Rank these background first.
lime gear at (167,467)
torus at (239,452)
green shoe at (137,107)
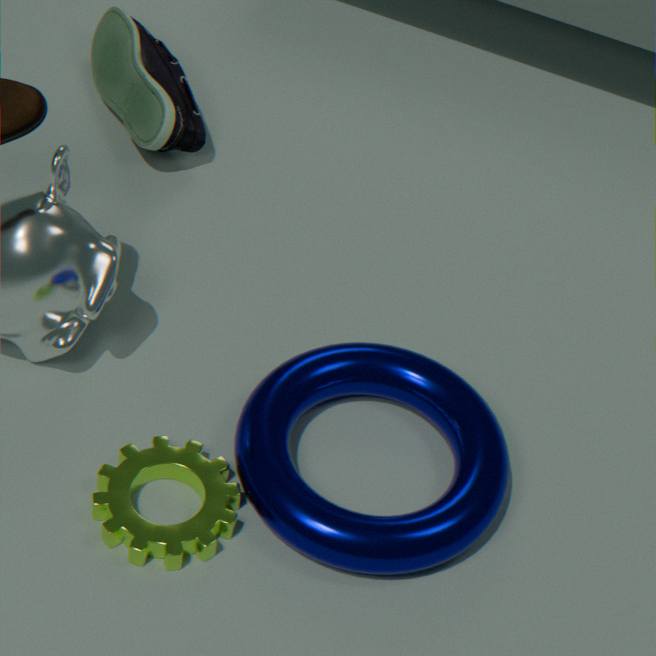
1. green shoe at (137,107)
2. torus at (239,452)
3. lime gear at (167,467)
